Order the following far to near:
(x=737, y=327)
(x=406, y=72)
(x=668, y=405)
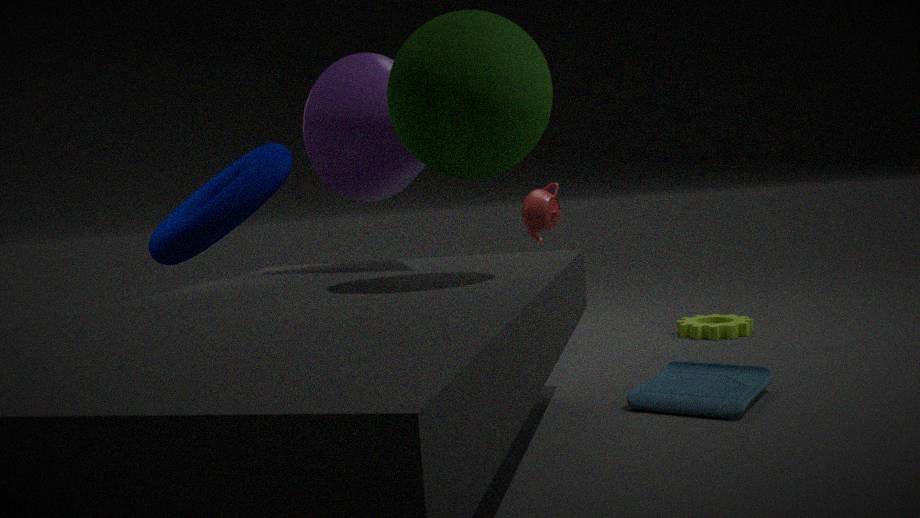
(x=737, y=327) < (x=668, y=405) < (x=406, y=72)
